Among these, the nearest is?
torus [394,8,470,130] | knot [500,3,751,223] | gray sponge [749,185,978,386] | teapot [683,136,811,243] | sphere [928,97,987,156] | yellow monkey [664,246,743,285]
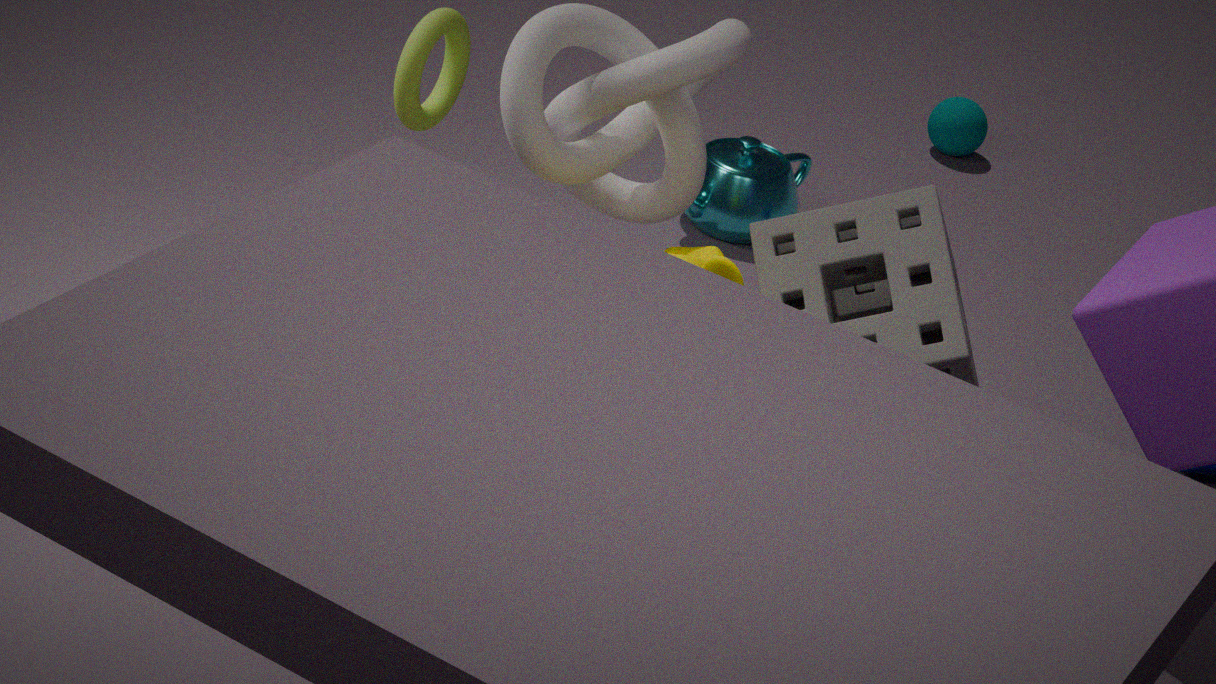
yellow monkey [664,246,743,285]
